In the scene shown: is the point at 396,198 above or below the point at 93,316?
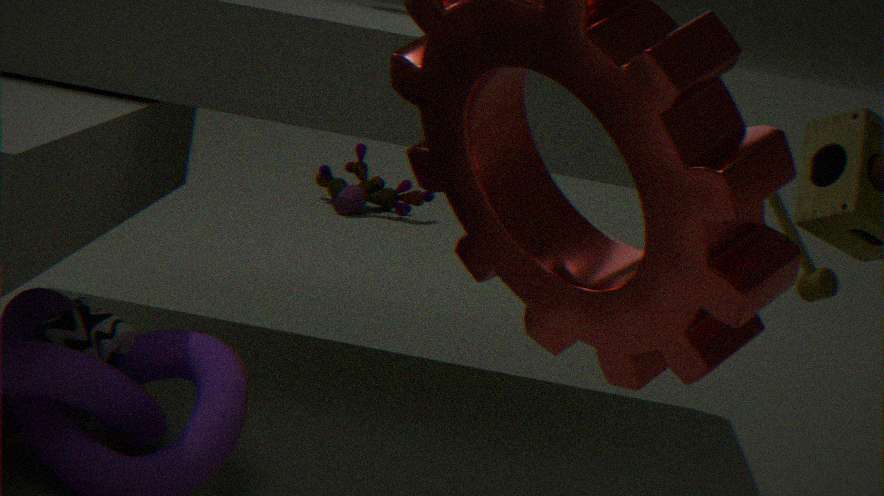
below
